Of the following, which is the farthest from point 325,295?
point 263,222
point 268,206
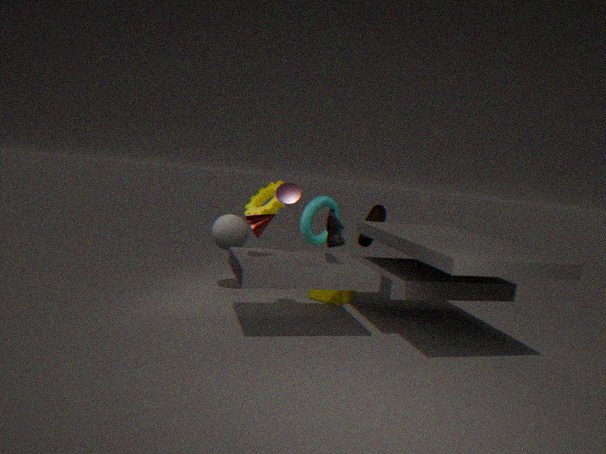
point 263,222
